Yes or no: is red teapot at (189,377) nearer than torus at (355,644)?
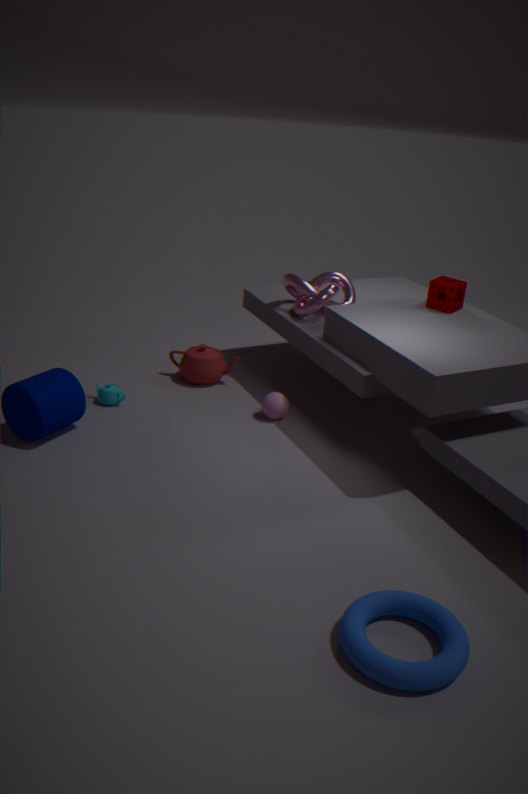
No
